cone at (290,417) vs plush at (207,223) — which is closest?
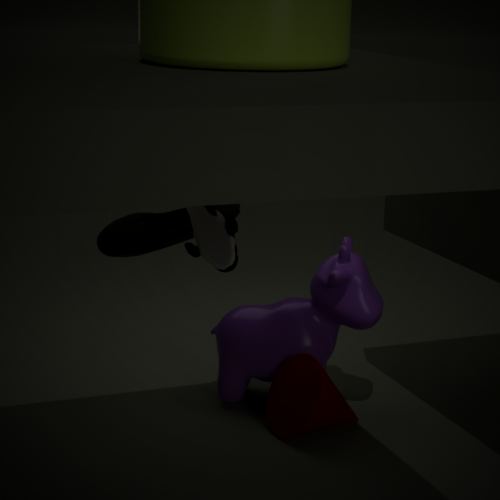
plush at (207,223)
